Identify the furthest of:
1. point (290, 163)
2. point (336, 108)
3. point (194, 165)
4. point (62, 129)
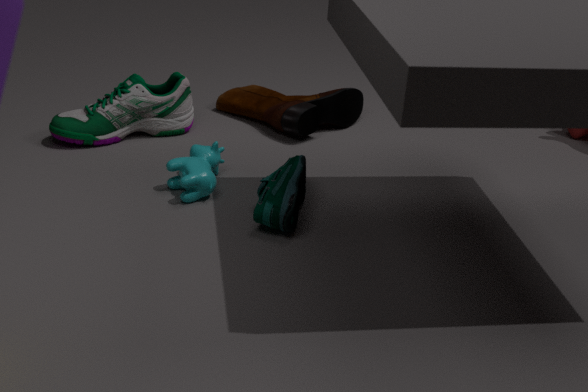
point (336, 108)
